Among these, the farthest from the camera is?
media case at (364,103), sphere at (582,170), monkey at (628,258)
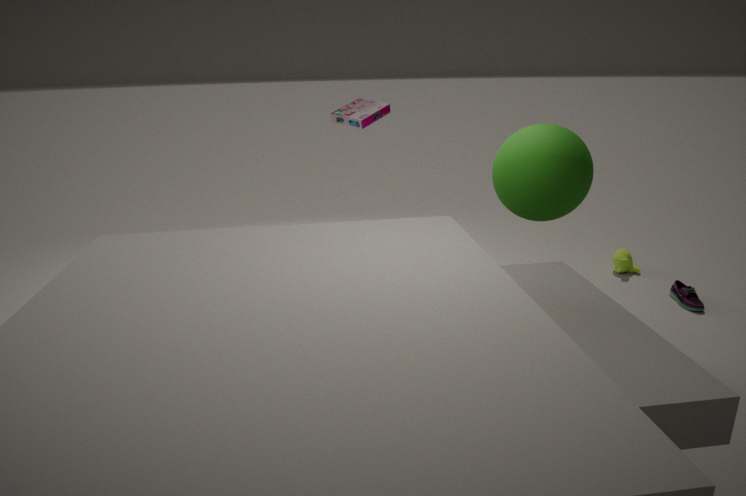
monkey at (628,258)
